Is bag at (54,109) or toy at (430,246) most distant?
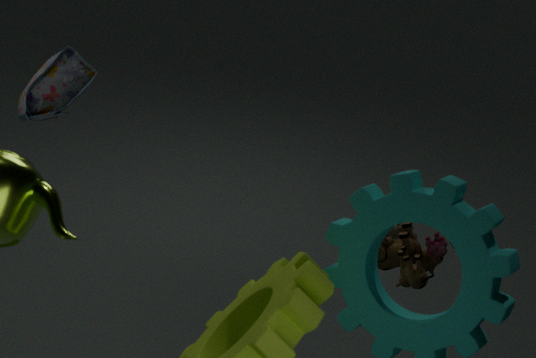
bag at (54,109)
